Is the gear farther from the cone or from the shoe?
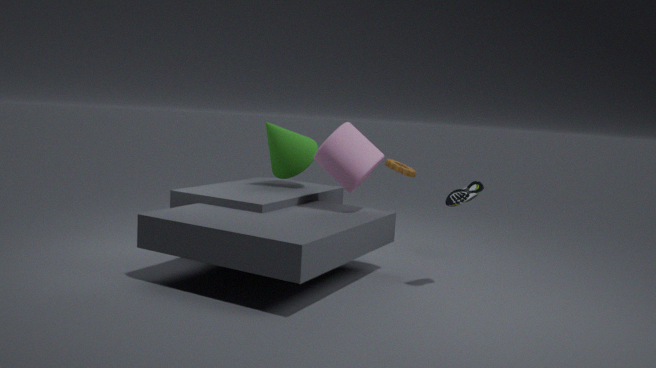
the shoe
